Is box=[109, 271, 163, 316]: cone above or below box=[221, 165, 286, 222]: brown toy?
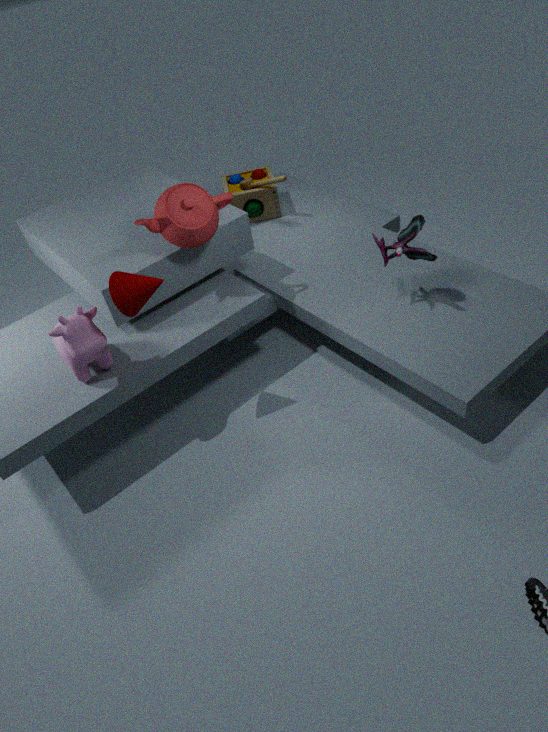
above
